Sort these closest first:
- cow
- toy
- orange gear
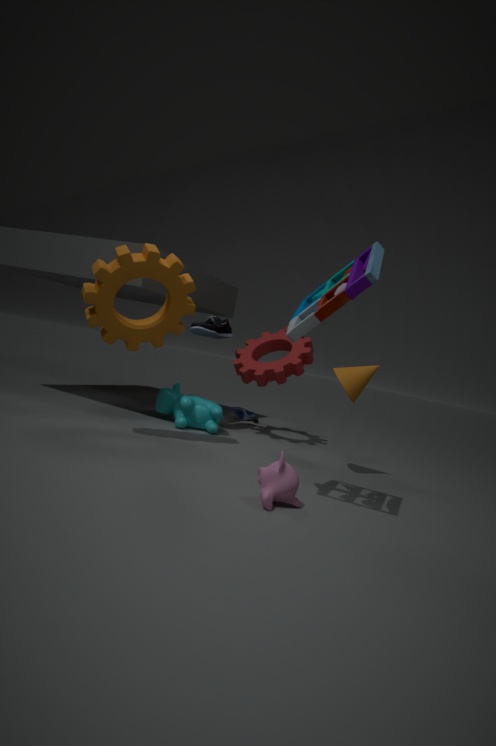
toy → orange gear → cow
